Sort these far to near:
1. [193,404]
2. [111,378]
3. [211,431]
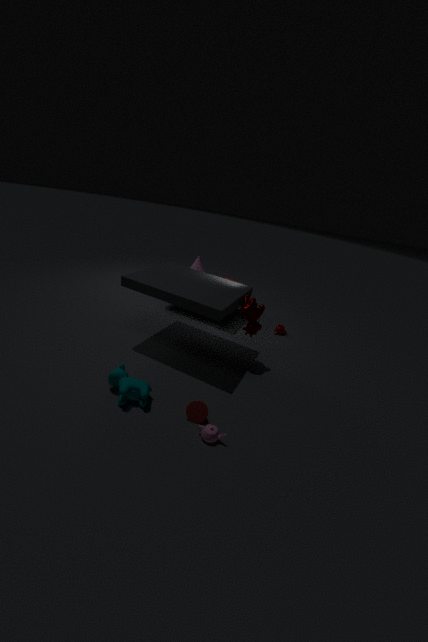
[111,378] → [193,404] → [211,431]
